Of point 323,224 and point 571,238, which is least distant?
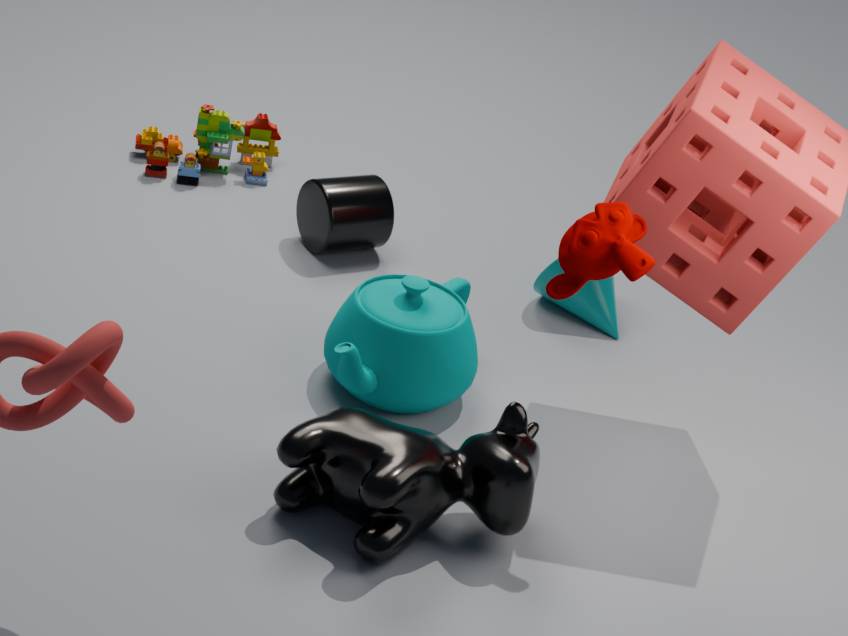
point 571,238
